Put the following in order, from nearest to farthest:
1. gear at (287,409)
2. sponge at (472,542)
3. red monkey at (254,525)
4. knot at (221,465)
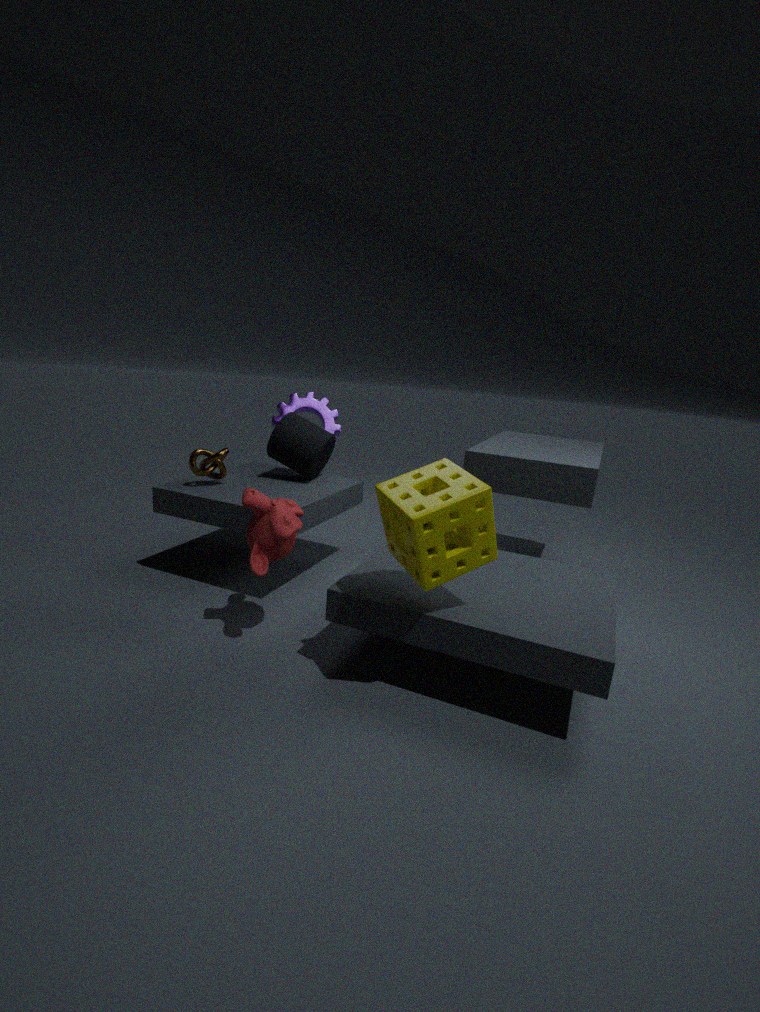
sponge at (472,542)
red monkey at (254,525)
knot at (221,465)
gear at (287,409)
